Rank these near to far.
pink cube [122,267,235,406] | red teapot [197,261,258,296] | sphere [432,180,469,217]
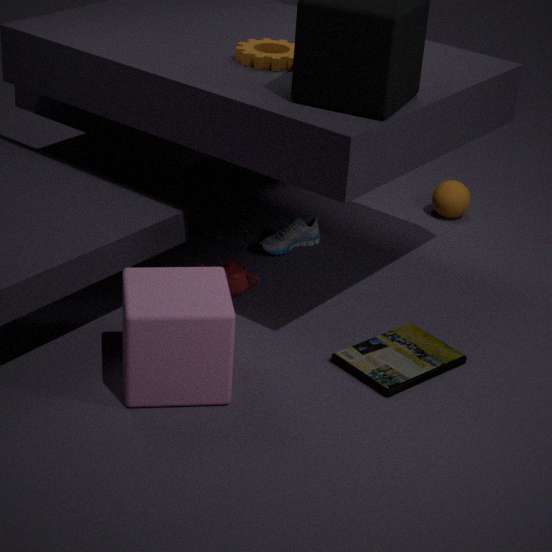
1. pink cube [122,267,235,406]
2. red teapot [197,261,258,296]
3. sphere [432,180,469,217]
